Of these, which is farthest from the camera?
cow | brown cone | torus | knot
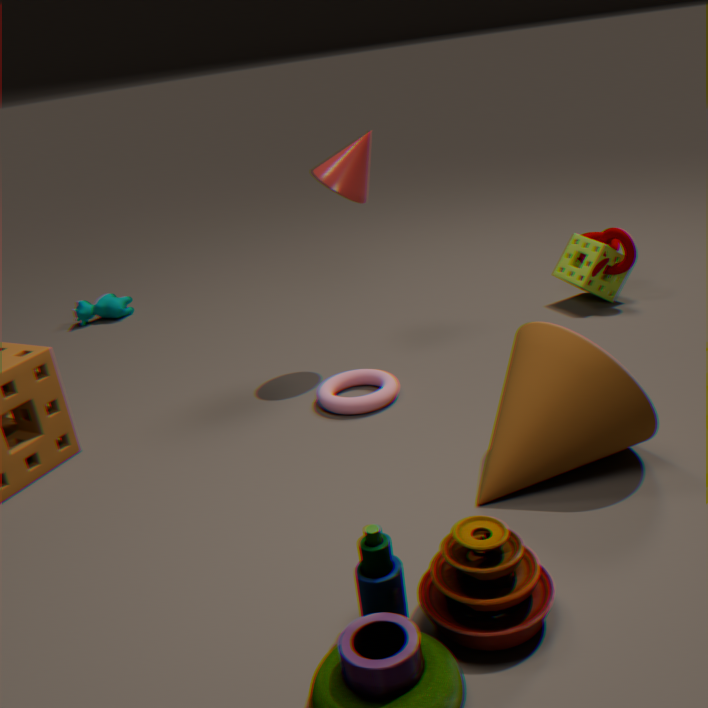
cow
